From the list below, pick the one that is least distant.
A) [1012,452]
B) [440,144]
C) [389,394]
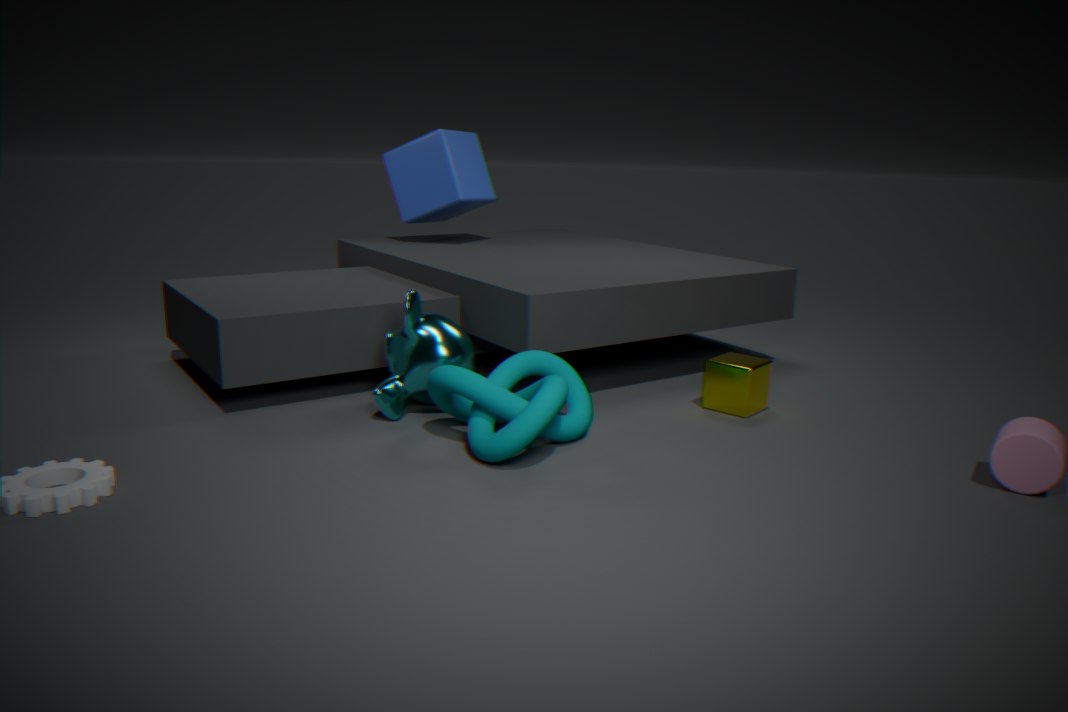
[1012,452]
